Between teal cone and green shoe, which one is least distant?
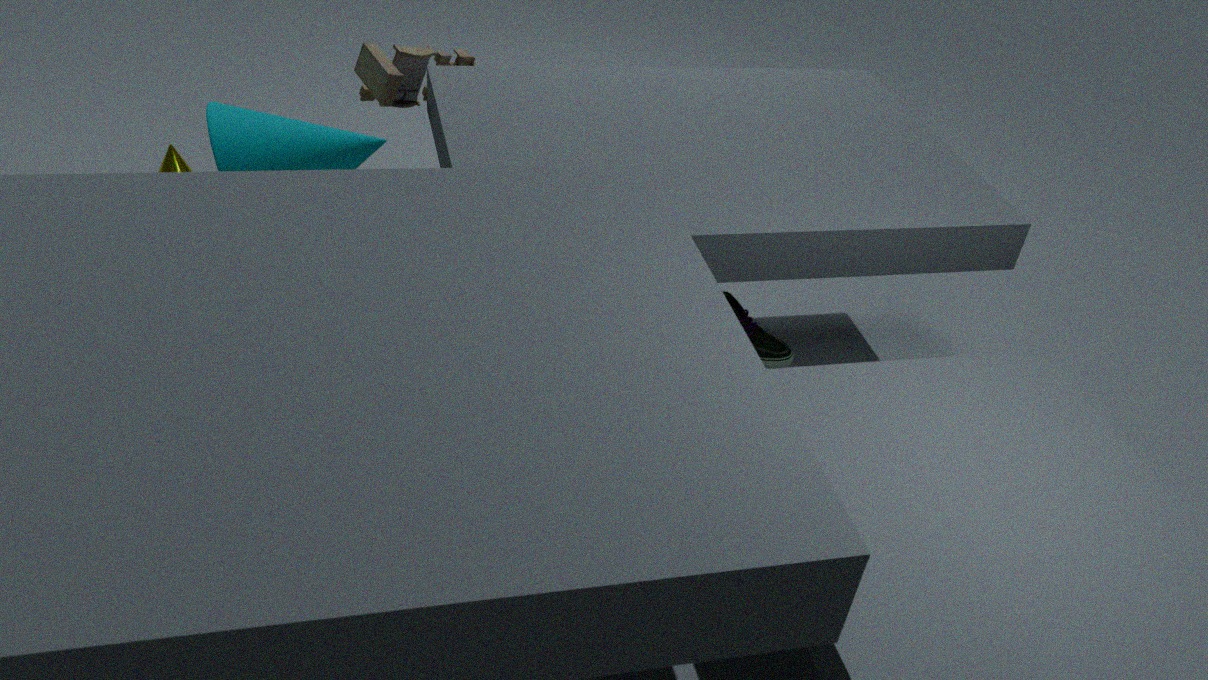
teal cone
